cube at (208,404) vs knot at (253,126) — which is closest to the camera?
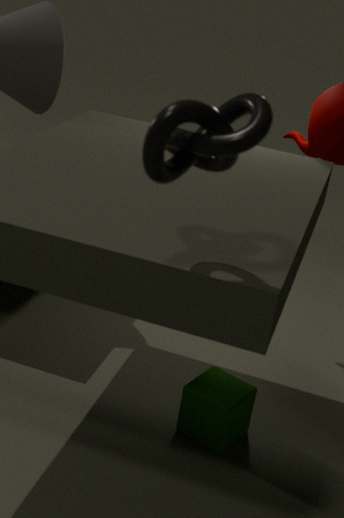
knot at (253,126)
